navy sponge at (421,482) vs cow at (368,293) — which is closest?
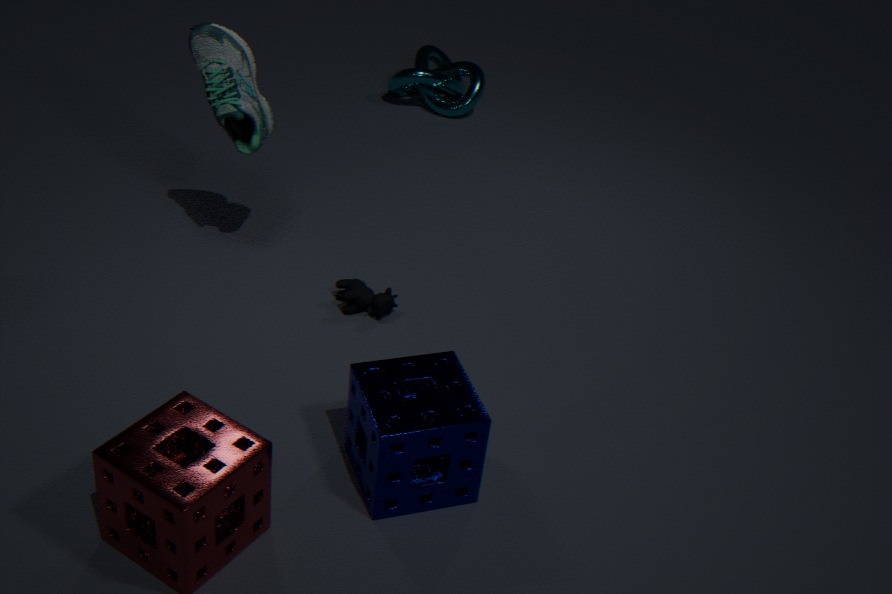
navy sponge at (421,482)
